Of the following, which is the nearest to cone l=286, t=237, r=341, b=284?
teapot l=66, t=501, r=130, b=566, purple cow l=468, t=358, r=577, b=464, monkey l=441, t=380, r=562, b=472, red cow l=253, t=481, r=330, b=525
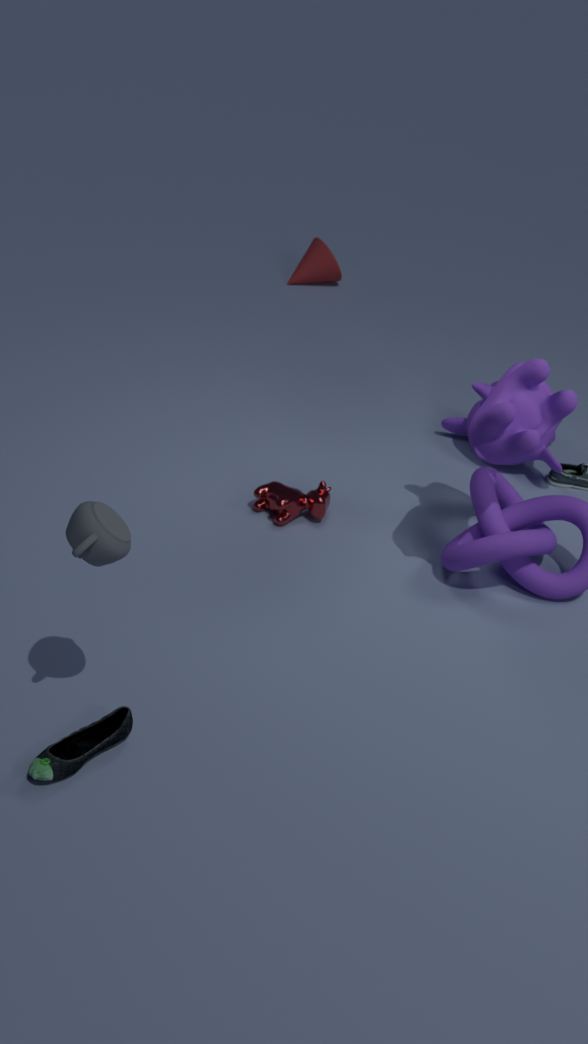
monkey l=441, t=380, r=562, b=472
